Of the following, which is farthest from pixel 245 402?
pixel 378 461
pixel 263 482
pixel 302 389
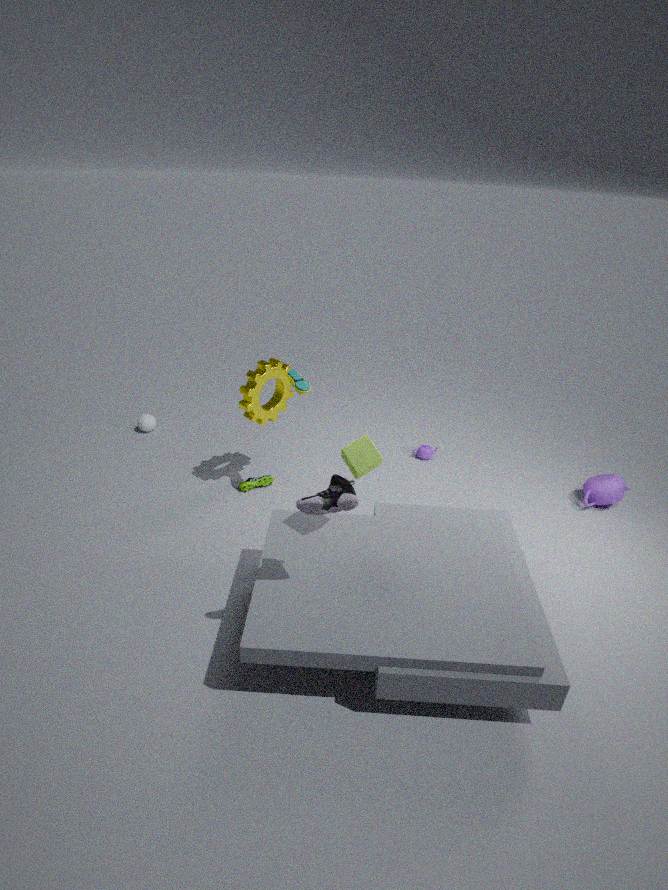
pixel 378 461
